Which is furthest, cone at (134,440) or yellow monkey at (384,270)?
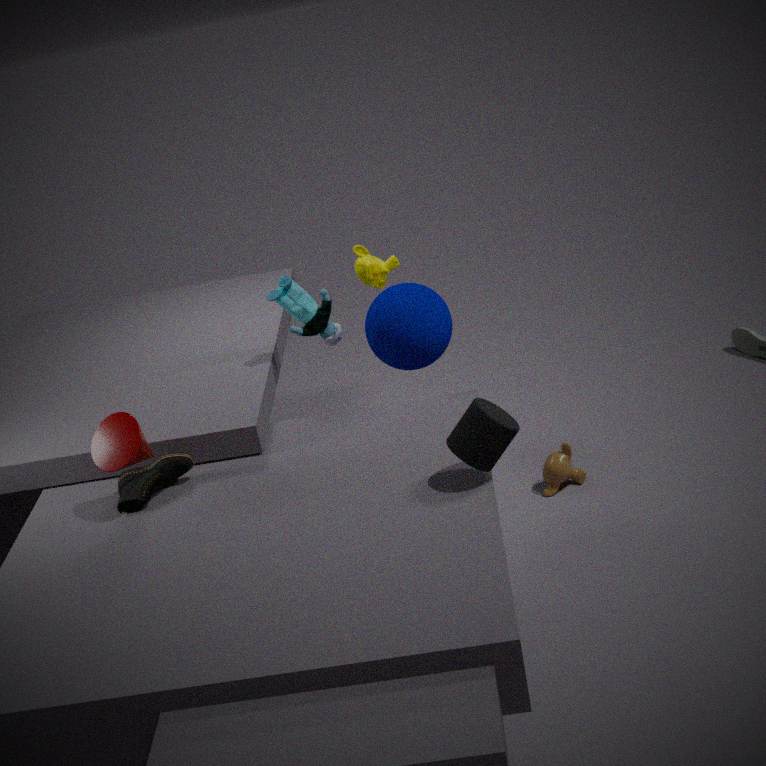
yellow monkey at (384,270)
